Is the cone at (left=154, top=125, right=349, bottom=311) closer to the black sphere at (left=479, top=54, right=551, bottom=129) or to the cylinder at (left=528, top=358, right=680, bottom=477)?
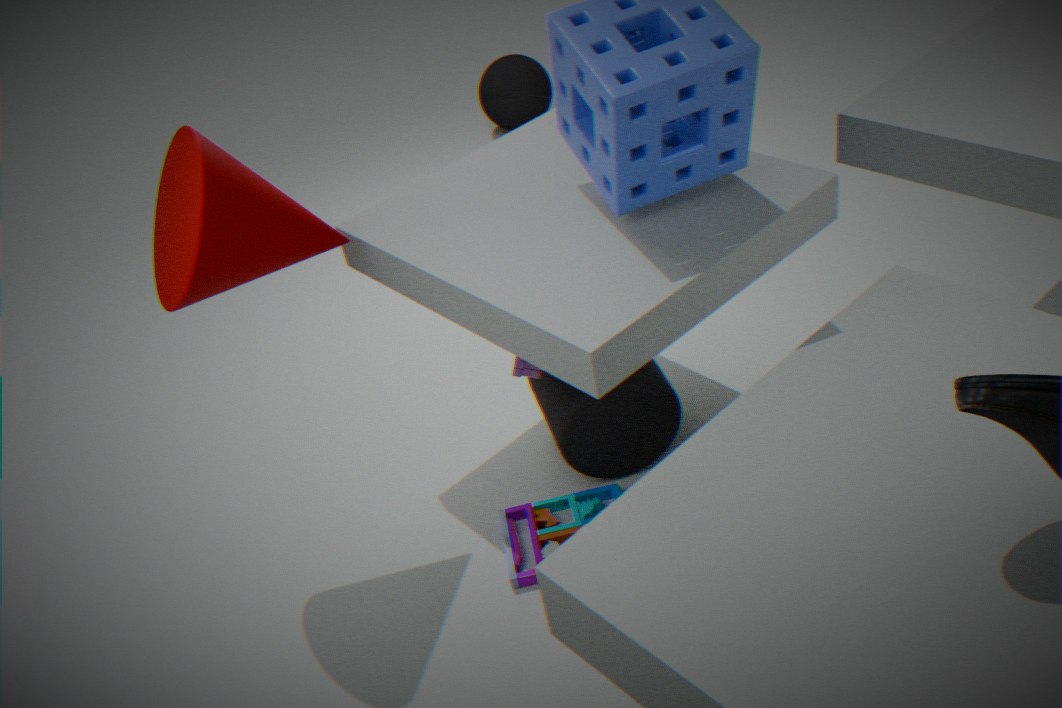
the cylinder at (left=528, top=358, right=680, bottom=477)
